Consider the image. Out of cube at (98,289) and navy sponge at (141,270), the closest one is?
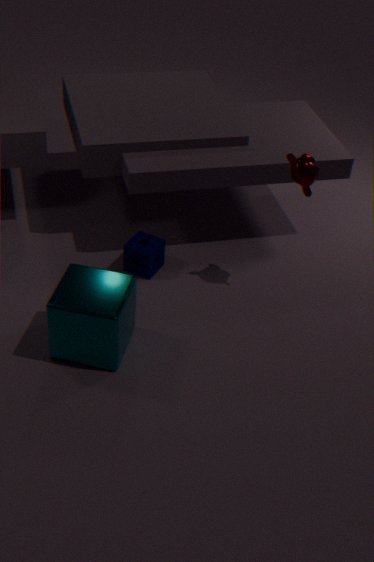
cube at (98,289)
